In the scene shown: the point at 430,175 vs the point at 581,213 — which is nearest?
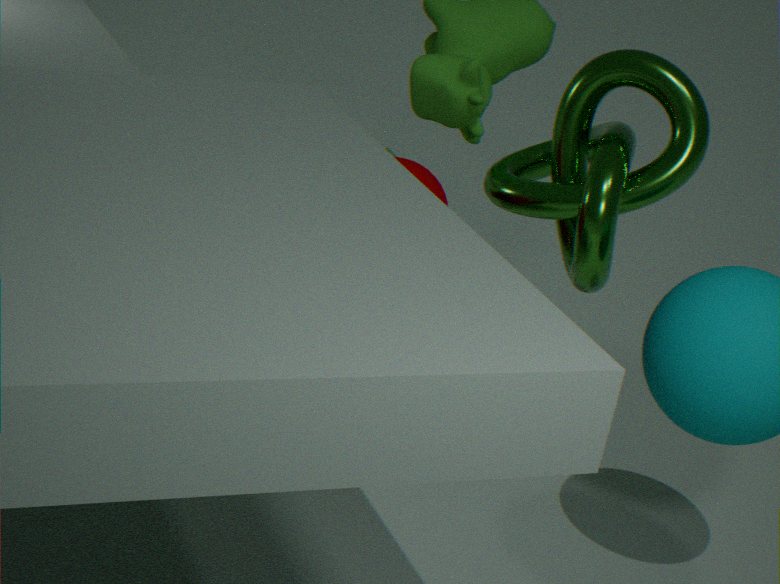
the point at 581,213
